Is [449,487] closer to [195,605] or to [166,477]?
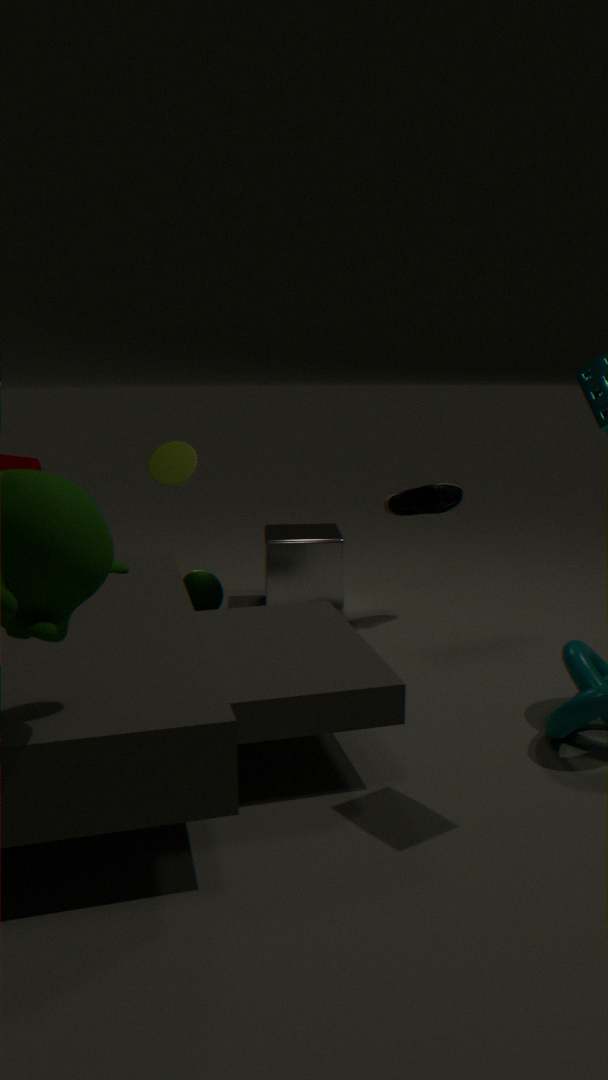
[166,477]
